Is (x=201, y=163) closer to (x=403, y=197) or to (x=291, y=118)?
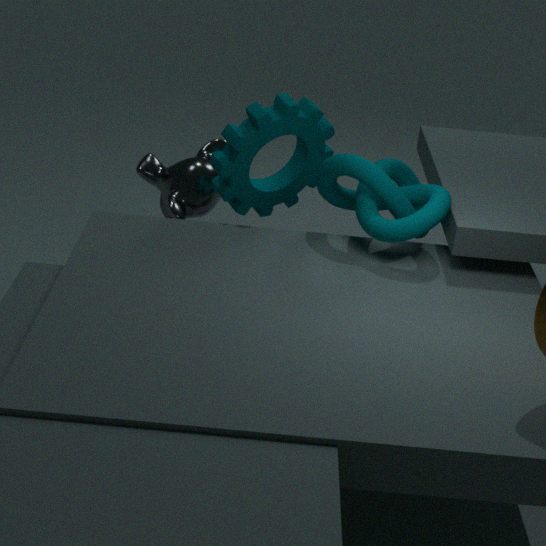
(x=291, y=118)
